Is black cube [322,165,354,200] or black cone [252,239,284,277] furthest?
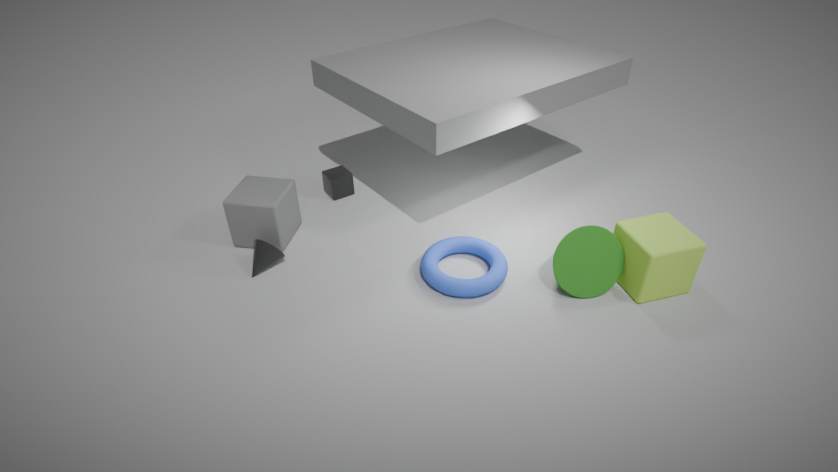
black cube [322,165,354,200]
